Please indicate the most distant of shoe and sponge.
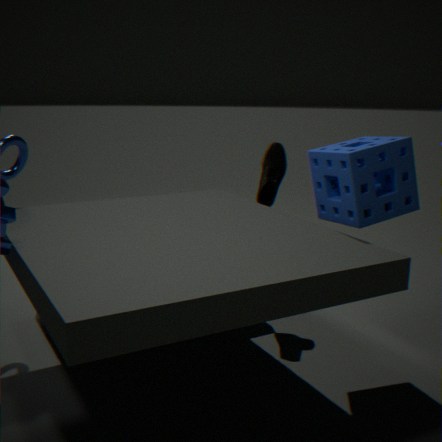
shoe
